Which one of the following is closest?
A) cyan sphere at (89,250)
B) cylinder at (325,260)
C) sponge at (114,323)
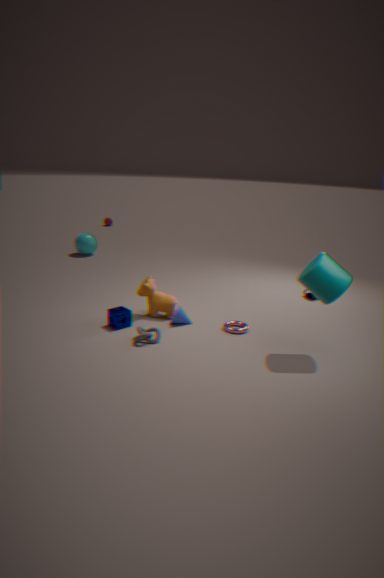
cylinder at (325,260)
